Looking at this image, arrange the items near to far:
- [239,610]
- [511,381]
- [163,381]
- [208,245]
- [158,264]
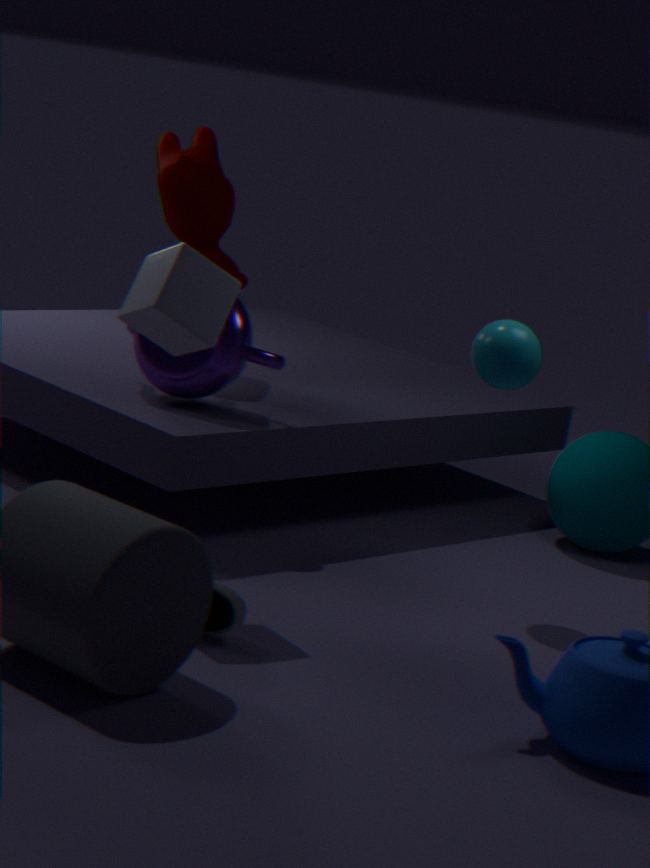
A: [239,610], [158,264], [511,381], [163,381], [208,245]
